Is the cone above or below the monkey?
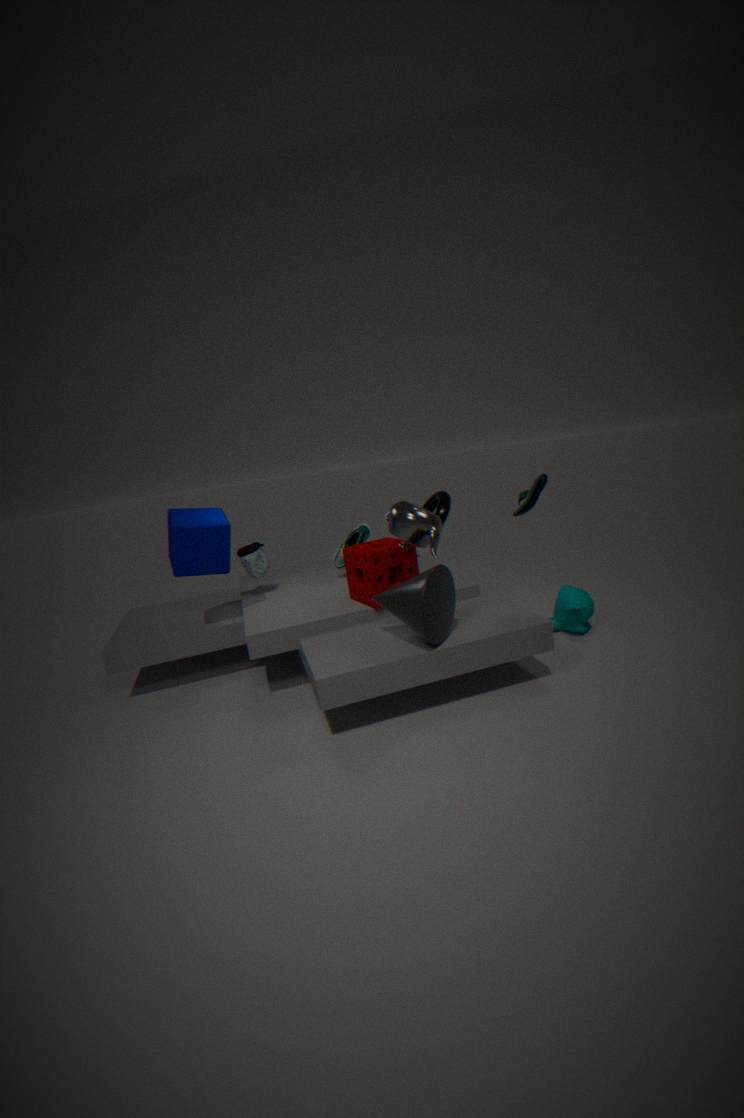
above
